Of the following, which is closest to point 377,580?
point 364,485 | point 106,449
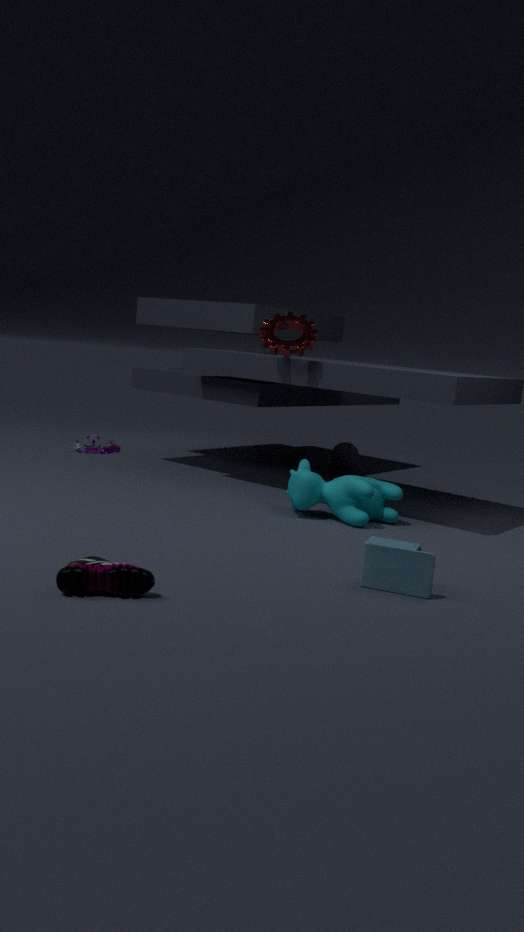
point 364,485
